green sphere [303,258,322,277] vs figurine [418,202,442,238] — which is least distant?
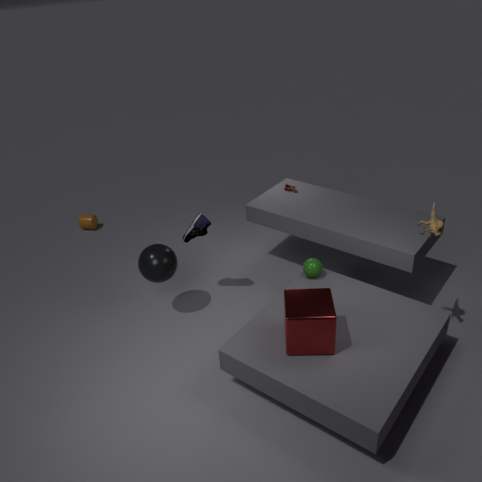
figurine [418,202,442,238]
